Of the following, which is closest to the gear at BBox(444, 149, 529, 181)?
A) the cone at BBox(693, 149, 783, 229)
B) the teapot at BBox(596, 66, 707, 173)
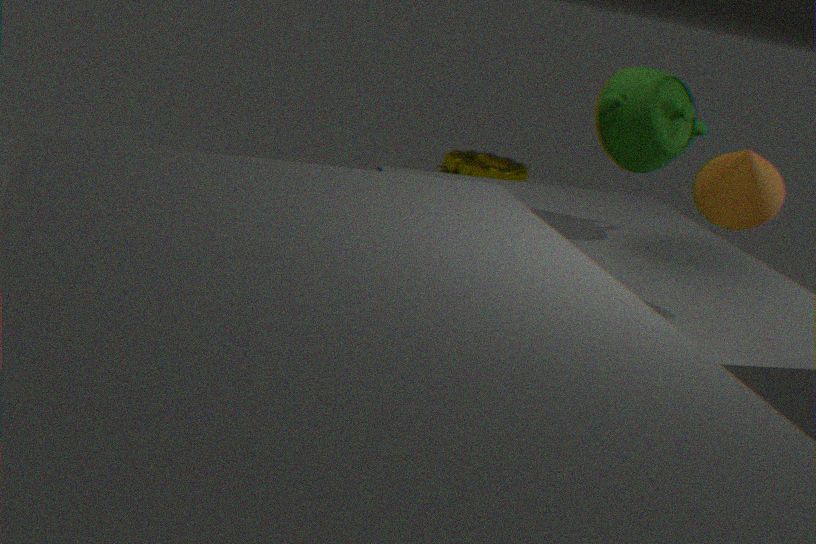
the teapot at BBox(596, 66, 707, 173)
